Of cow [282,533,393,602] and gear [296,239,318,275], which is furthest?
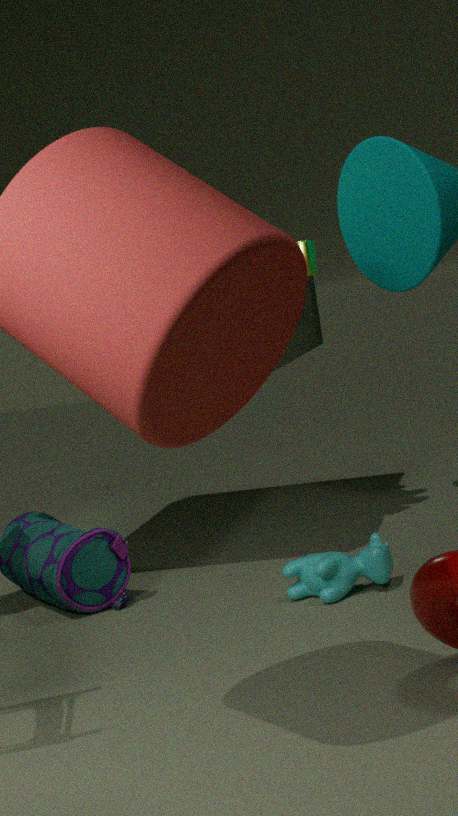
gear [296,239,318,275]
